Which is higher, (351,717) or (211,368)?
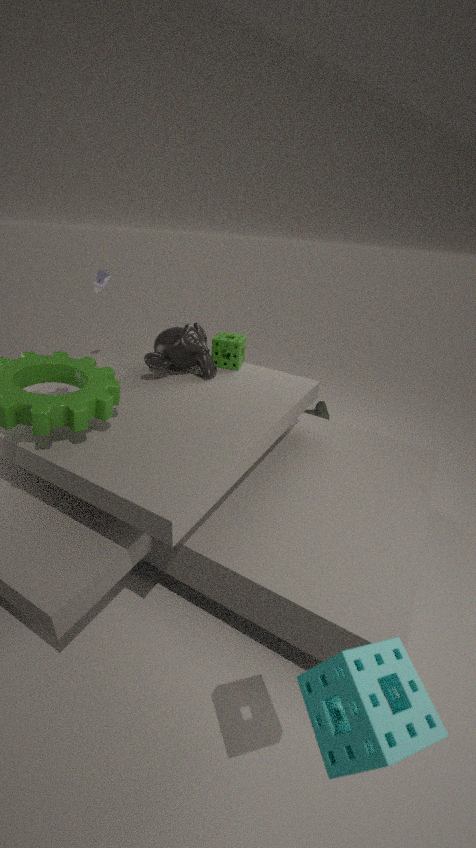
(211,368)
